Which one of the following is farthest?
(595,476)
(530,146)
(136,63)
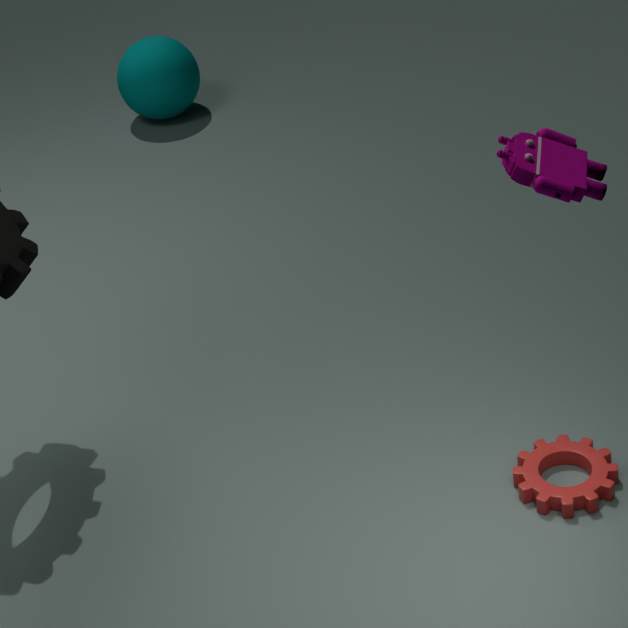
(136,63)
